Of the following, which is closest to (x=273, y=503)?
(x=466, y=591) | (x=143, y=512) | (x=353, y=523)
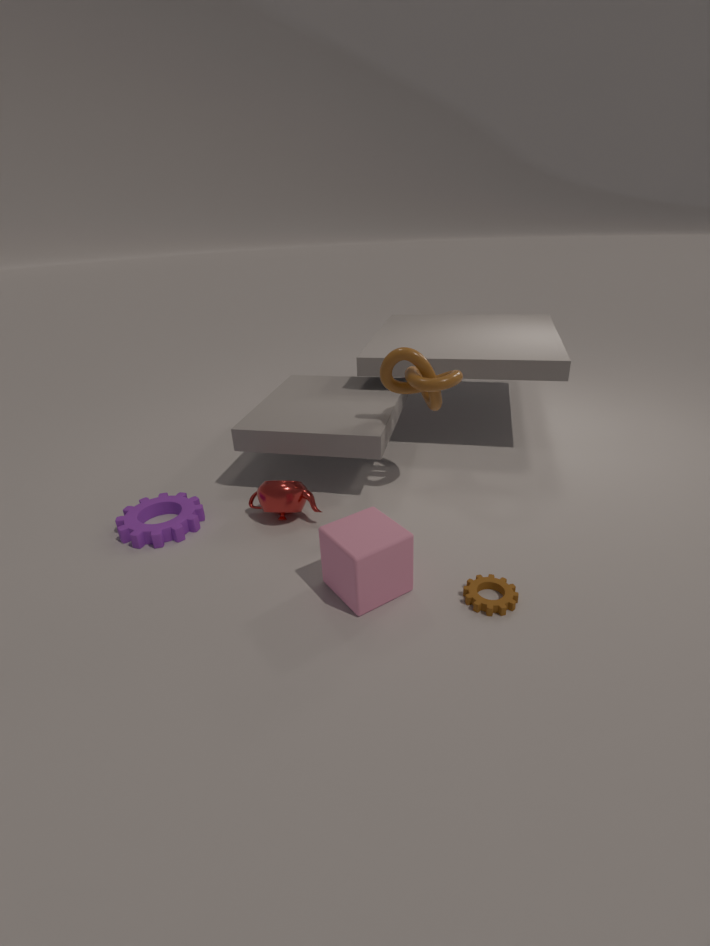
(x=143, y=512)
